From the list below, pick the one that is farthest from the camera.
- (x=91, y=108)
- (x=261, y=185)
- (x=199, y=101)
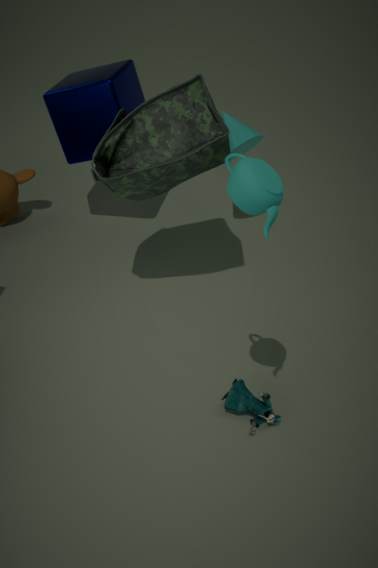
(x=91, y=108)
